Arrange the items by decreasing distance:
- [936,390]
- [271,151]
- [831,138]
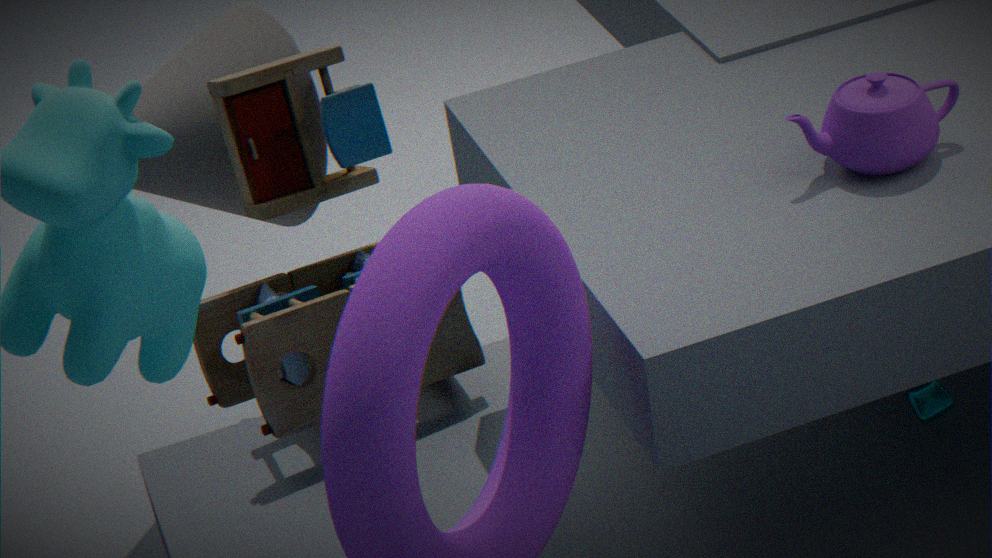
[271,151]
[936,390]
[831,138]
